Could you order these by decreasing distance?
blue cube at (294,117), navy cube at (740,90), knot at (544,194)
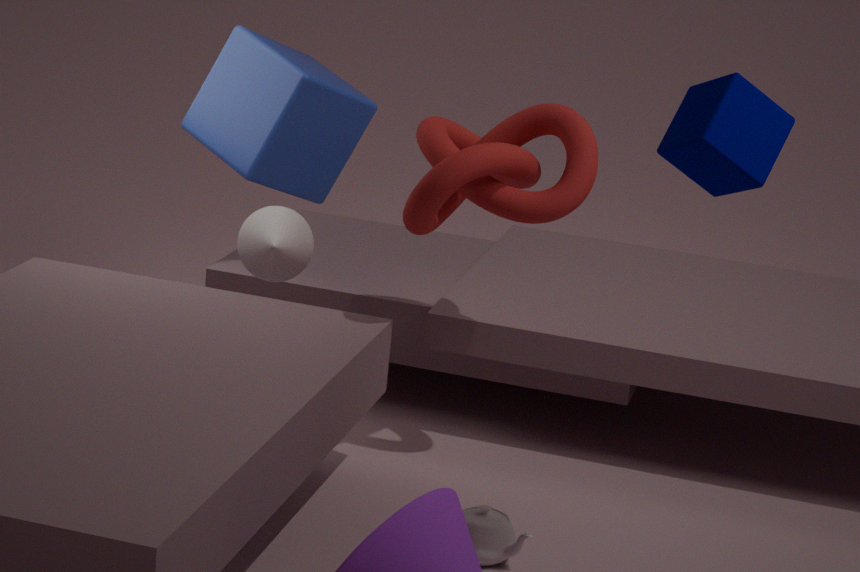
1. blue cube at (294,117)
2. knot at (544,194)
3. navy cube at (740,90)
